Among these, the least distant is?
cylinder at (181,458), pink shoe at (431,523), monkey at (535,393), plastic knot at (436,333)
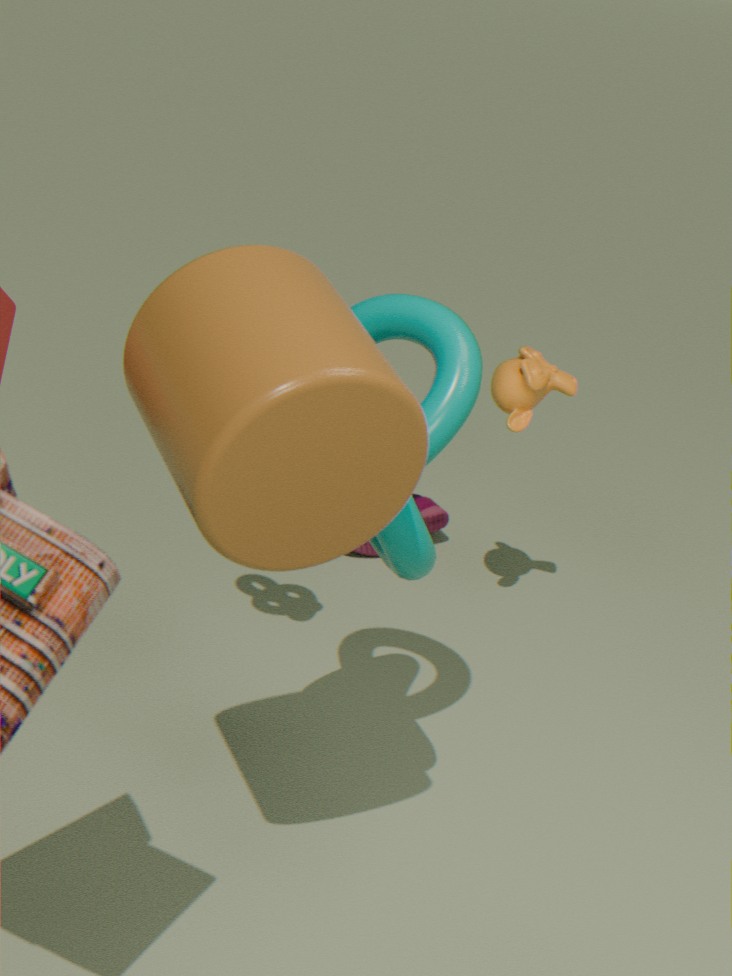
cylinder at (181,458)
